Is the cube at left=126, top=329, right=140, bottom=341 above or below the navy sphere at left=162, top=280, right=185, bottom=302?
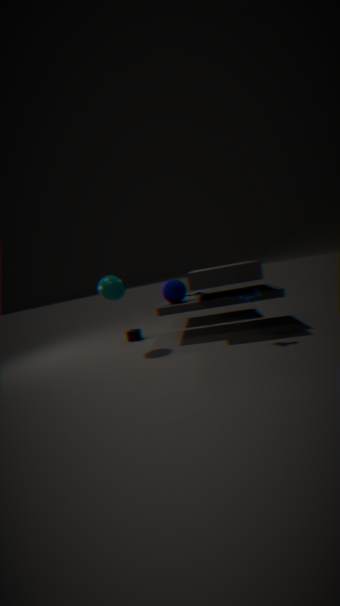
below
